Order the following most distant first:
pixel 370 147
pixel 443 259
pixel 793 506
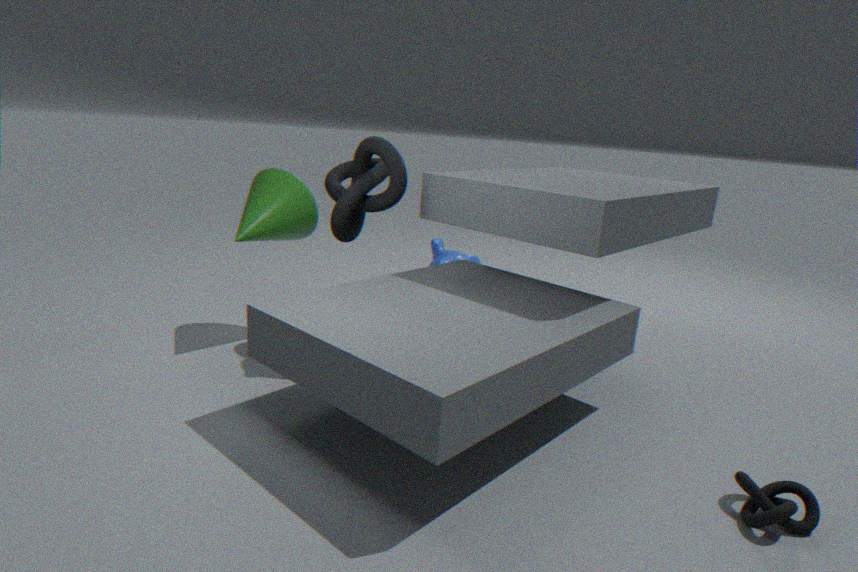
1. pixel 443 259
2. pixel 370 147
3. pixel 793 506
